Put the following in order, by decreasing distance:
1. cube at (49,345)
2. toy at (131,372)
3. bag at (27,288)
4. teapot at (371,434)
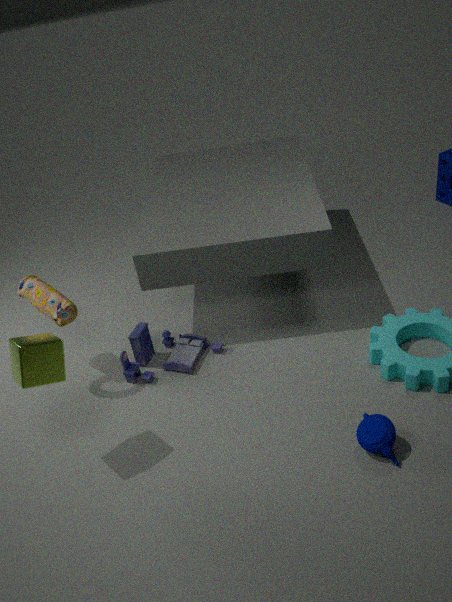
toy at (131,372) < bag at (27,288) < teapot at (371,434) < cube at (49,345)
